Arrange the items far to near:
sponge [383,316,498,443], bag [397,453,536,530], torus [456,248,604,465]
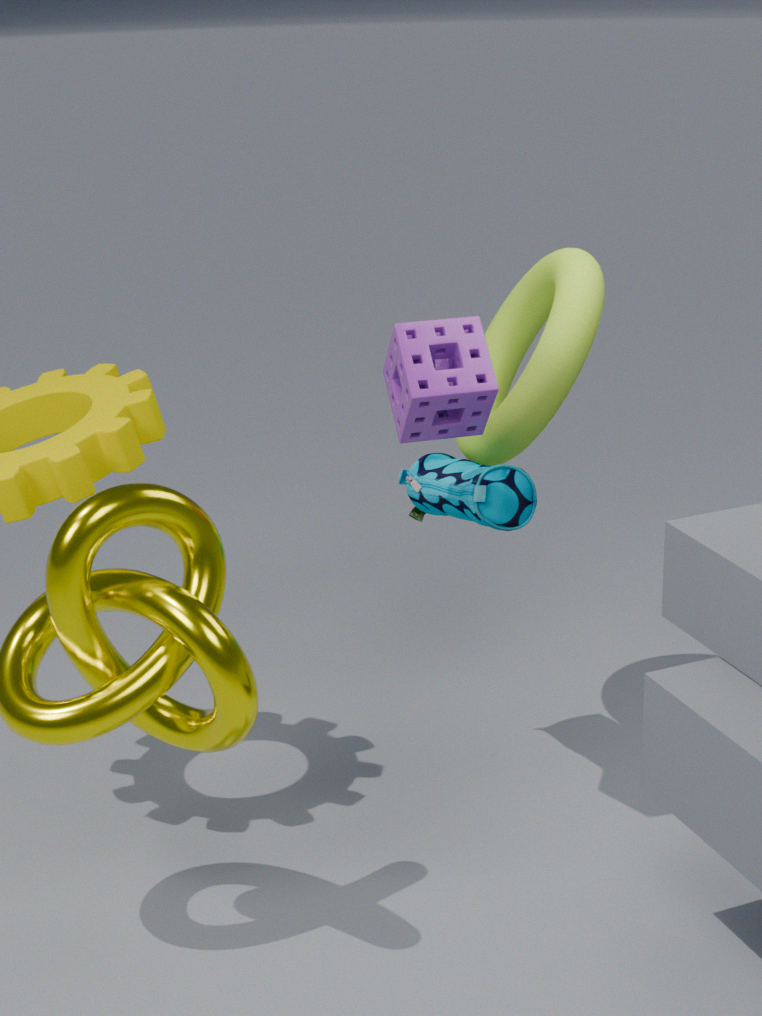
torus [456,248,604,465] < bag [397,453,536,530] < sponge [383,316,498,443]
